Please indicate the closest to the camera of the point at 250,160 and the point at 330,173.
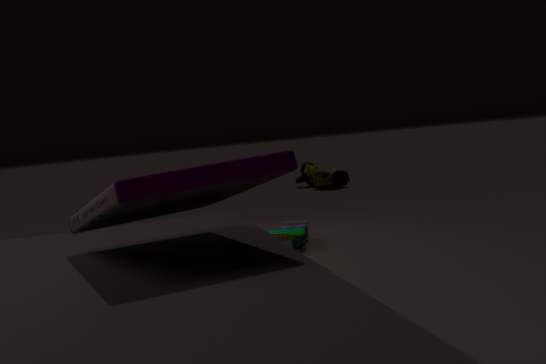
the point at 250,160
